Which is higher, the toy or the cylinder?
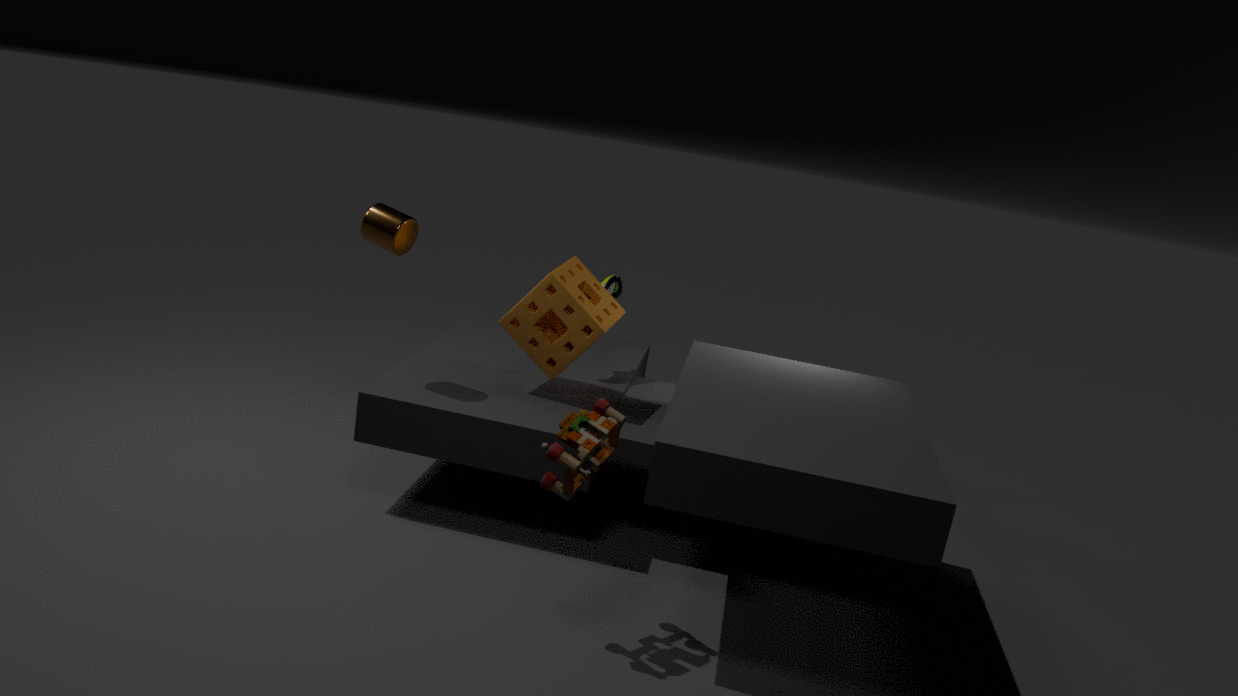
the cylinder
